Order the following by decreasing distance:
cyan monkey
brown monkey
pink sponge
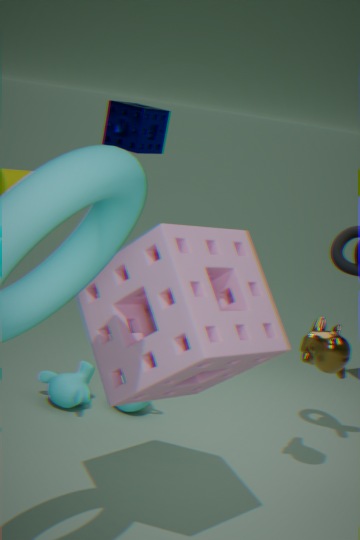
cyan monkey < brown monkey < pink sponge
